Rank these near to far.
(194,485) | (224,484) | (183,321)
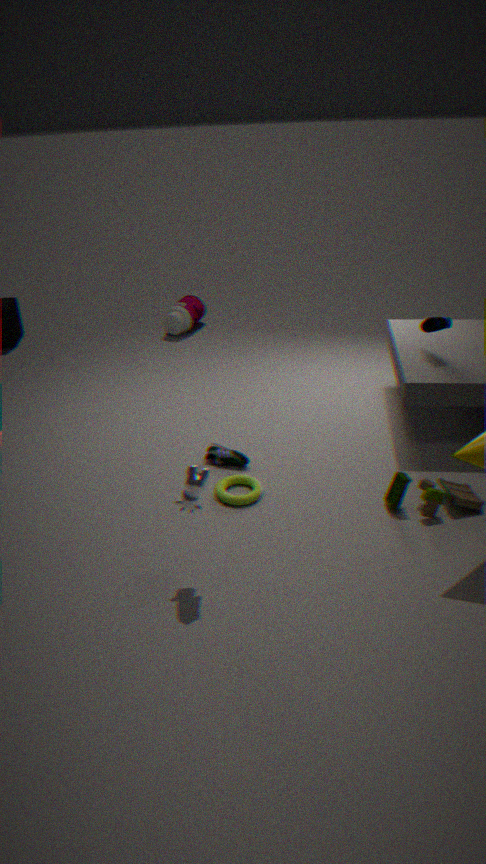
(194,485) < (224,484) < (183,321)
